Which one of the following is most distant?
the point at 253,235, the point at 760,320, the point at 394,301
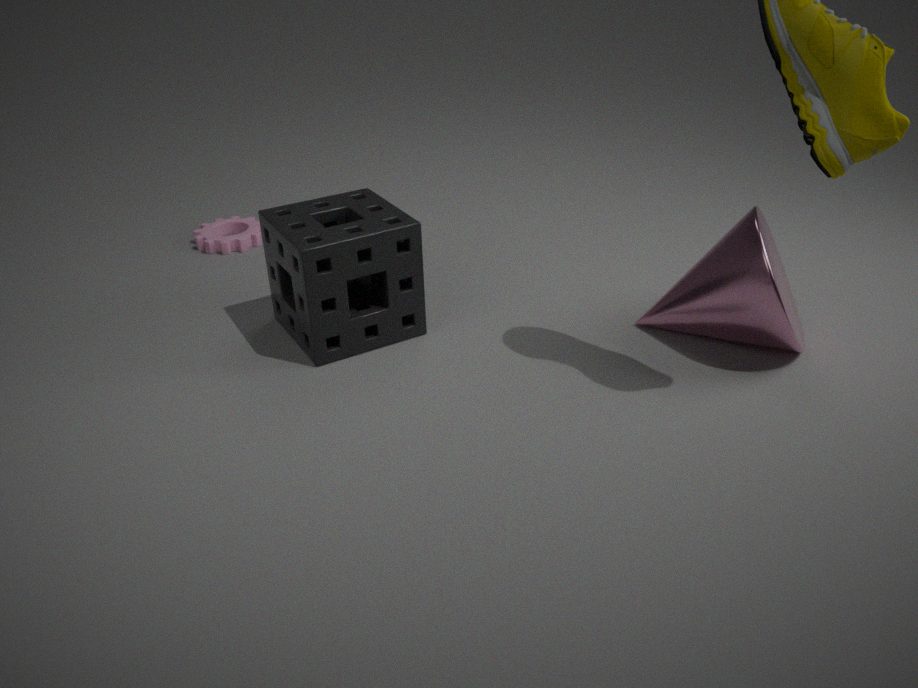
the point at 253,235
